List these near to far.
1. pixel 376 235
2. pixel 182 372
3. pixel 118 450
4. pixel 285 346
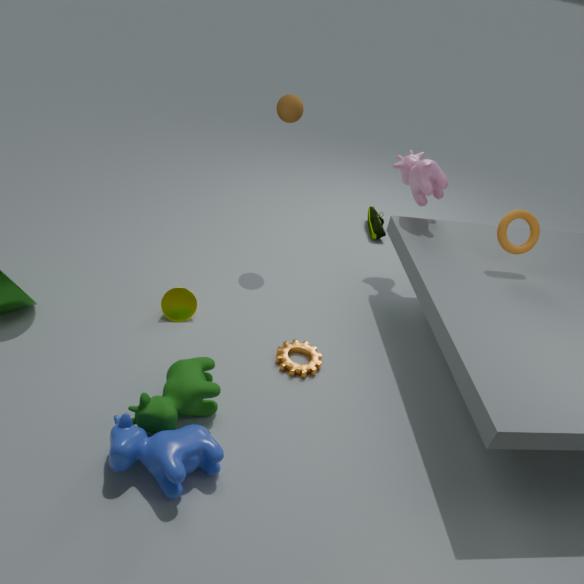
pixel 118 450, pixel 182 372, pixel 285 346, pixel 376 235
